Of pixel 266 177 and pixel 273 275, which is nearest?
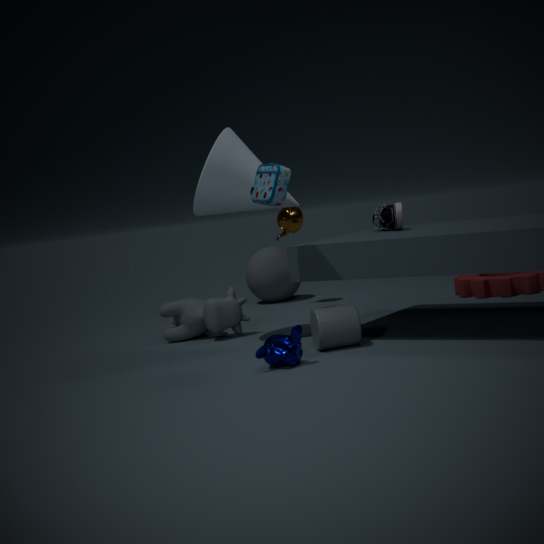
pixel 266 177
